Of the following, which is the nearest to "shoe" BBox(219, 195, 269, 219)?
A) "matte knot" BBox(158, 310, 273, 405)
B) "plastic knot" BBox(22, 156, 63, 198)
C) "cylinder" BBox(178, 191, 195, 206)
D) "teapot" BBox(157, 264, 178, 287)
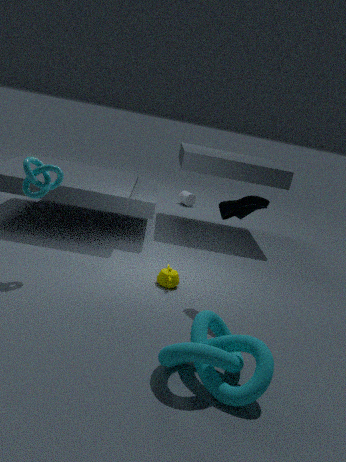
"teapot" BBox(157, 264, 178, 287)
